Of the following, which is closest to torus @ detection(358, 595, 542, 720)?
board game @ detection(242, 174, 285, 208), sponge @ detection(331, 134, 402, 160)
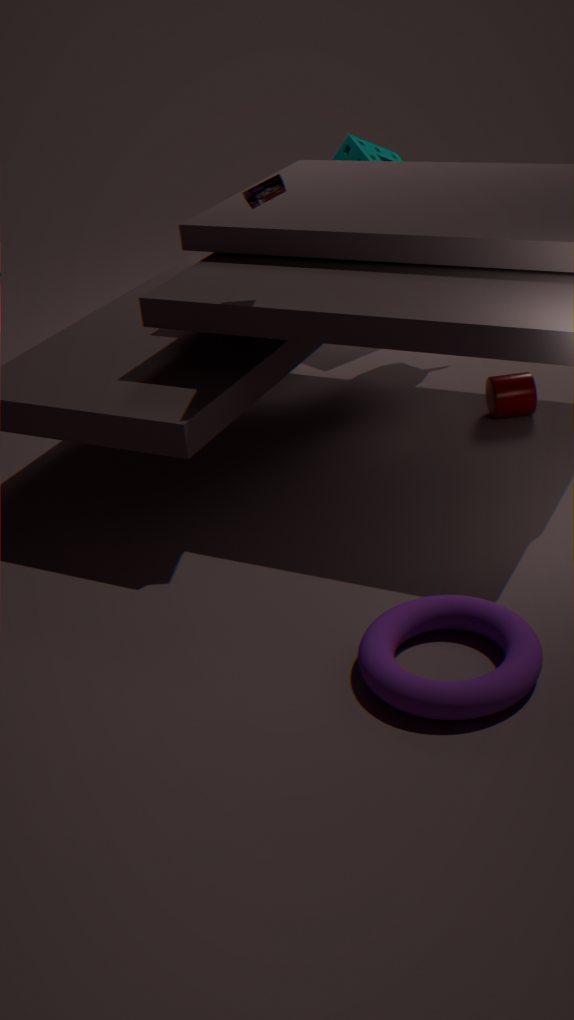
board game @ detection(242, 174, 285, 208)
